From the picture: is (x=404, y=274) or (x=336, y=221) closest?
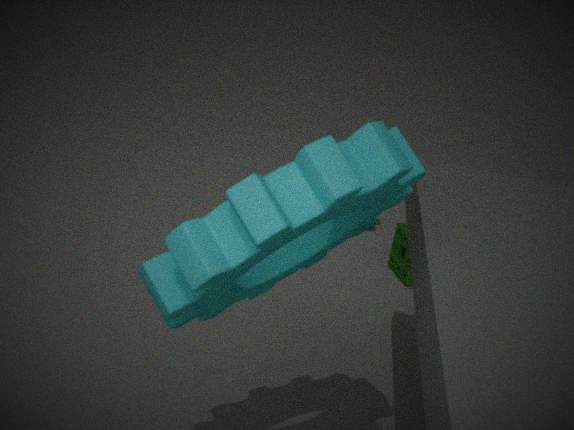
(x=336, y=221)
